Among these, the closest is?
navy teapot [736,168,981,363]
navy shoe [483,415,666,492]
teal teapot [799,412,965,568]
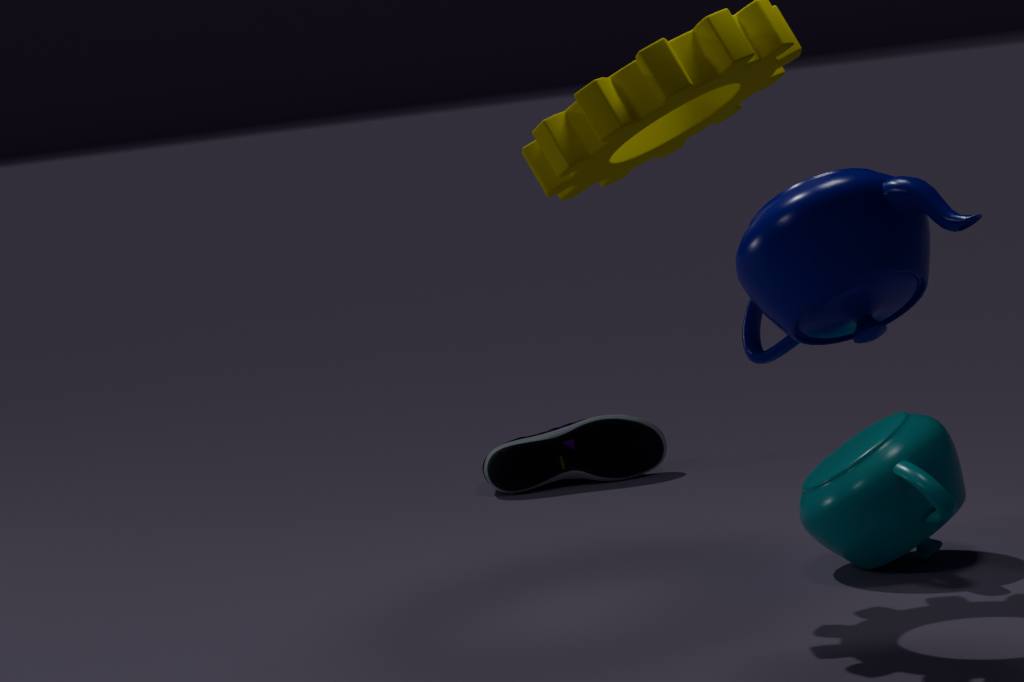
navy teapot [736,168,981,363]
